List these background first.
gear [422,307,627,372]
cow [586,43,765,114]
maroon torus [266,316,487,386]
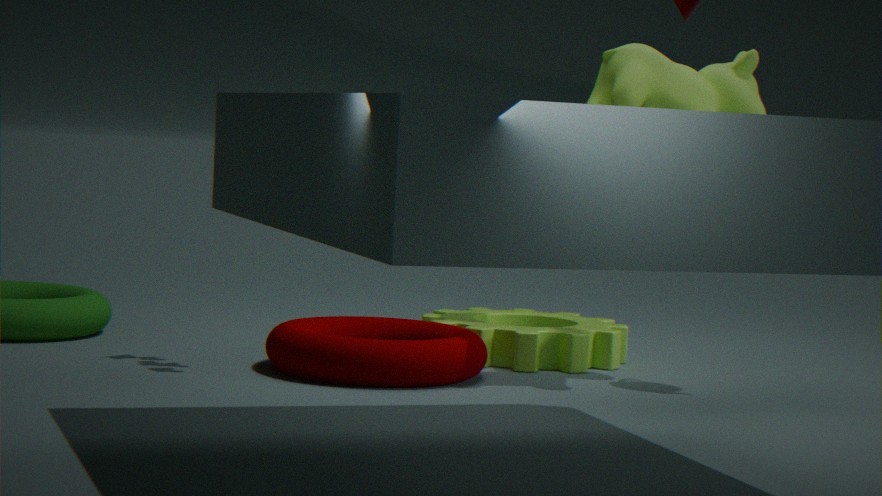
gear [422,307,627,372] → cow [586,43,765,114] → maroon torus [266,316,487,386]
